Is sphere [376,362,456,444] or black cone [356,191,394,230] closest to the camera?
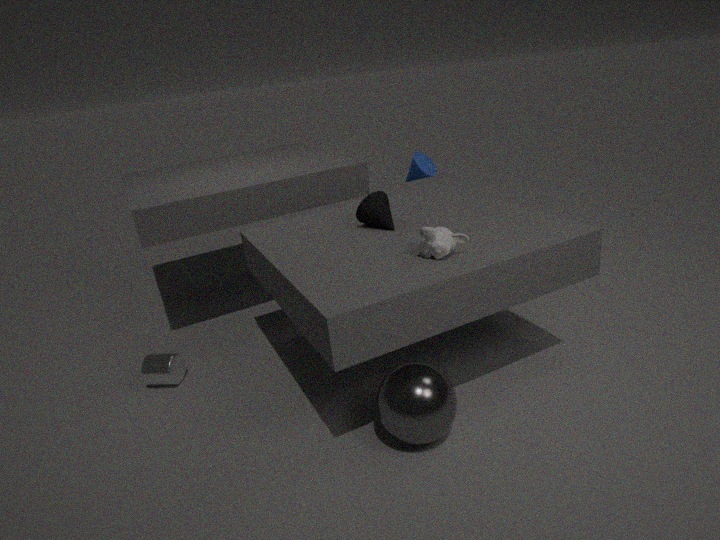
sphere [376,362,456,444]
